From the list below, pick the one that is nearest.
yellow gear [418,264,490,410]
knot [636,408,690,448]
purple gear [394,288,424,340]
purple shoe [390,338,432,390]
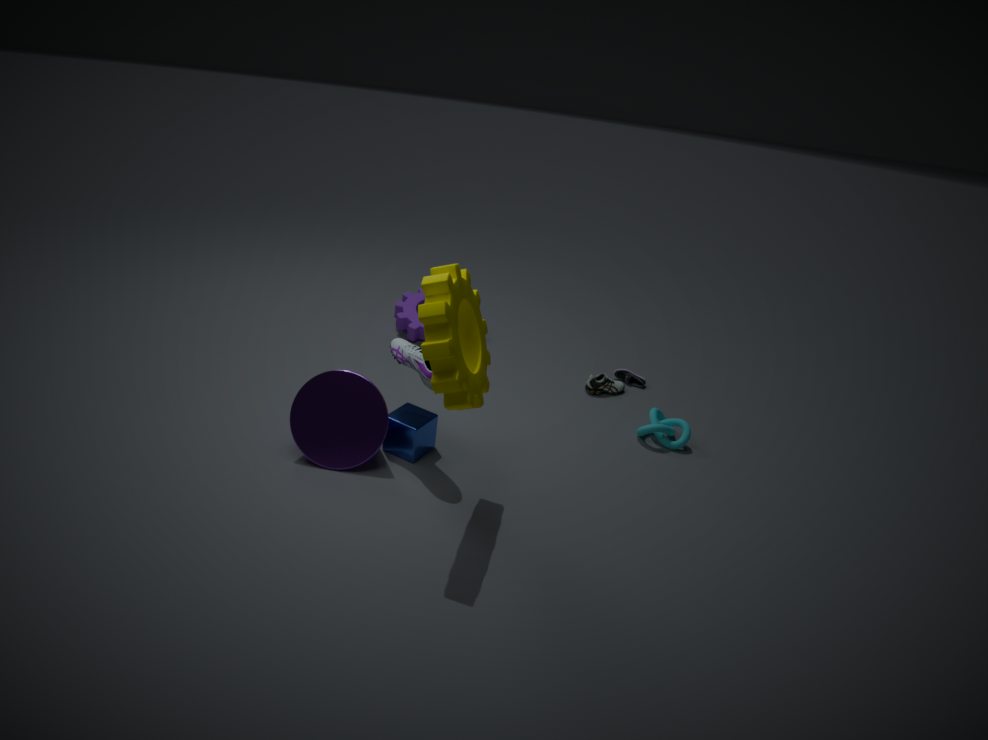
yellow gear [418,264,490,410]
